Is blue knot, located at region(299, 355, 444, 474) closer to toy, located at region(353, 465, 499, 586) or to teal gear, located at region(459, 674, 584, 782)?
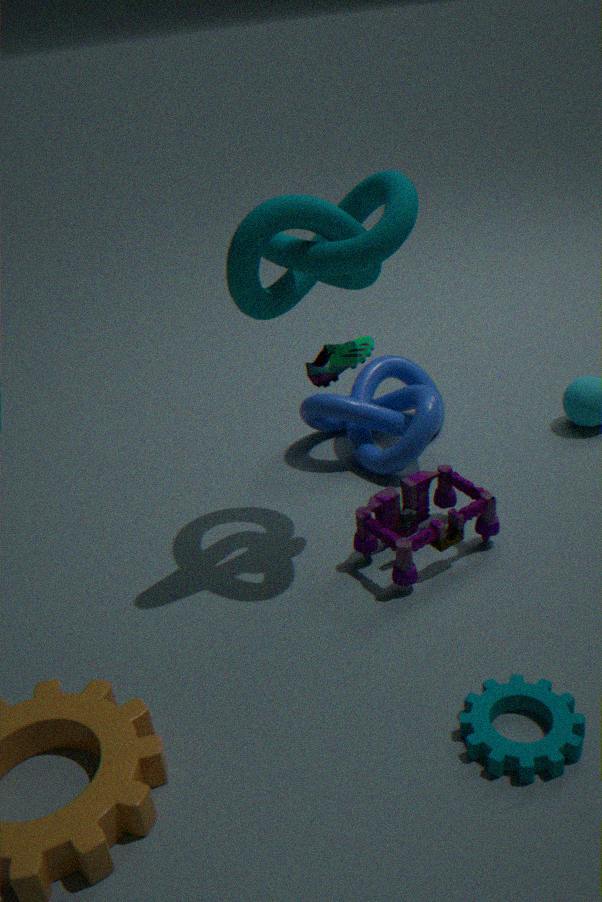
toy, located at region(353, 465, 499, 586)
